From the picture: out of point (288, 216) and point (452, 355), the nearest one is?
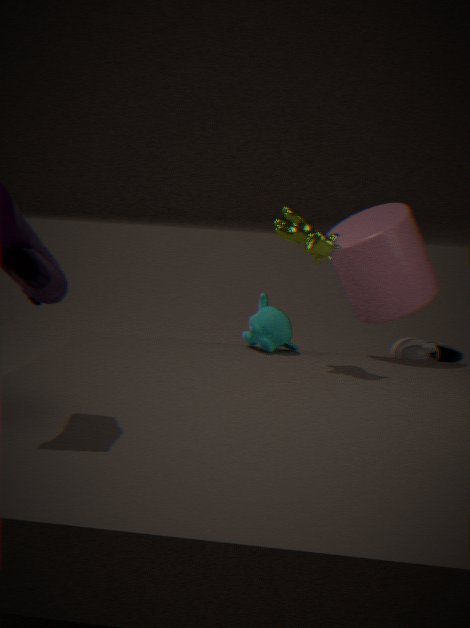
point (288, 216)
